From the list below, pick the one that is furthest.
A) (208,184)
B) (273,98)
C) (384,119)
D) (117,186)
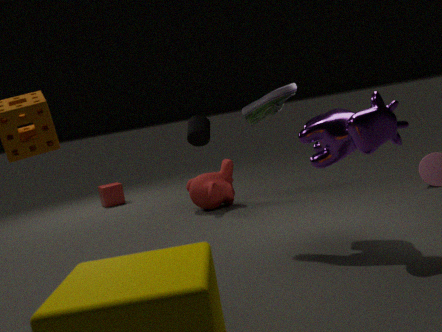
(117,186)
